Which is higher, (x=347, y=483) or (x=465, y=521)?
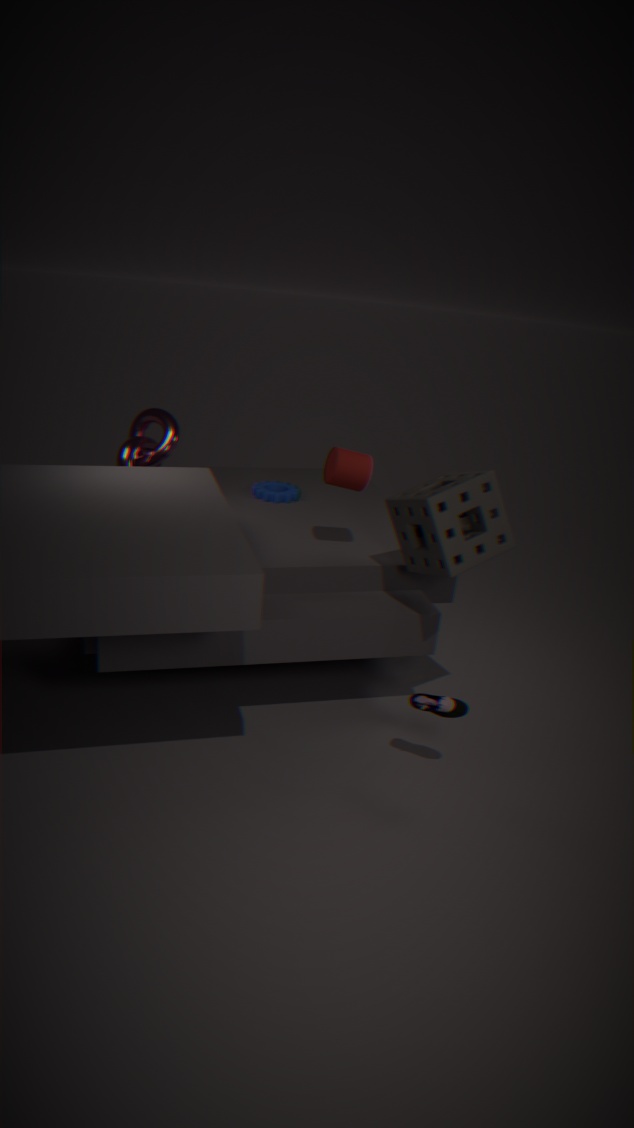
(x=347, y=483)
